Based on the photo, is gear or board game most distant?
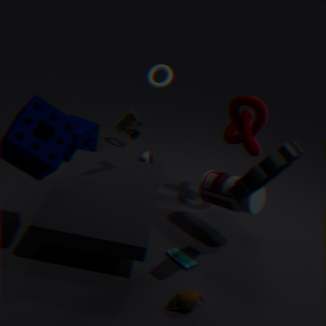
board game
